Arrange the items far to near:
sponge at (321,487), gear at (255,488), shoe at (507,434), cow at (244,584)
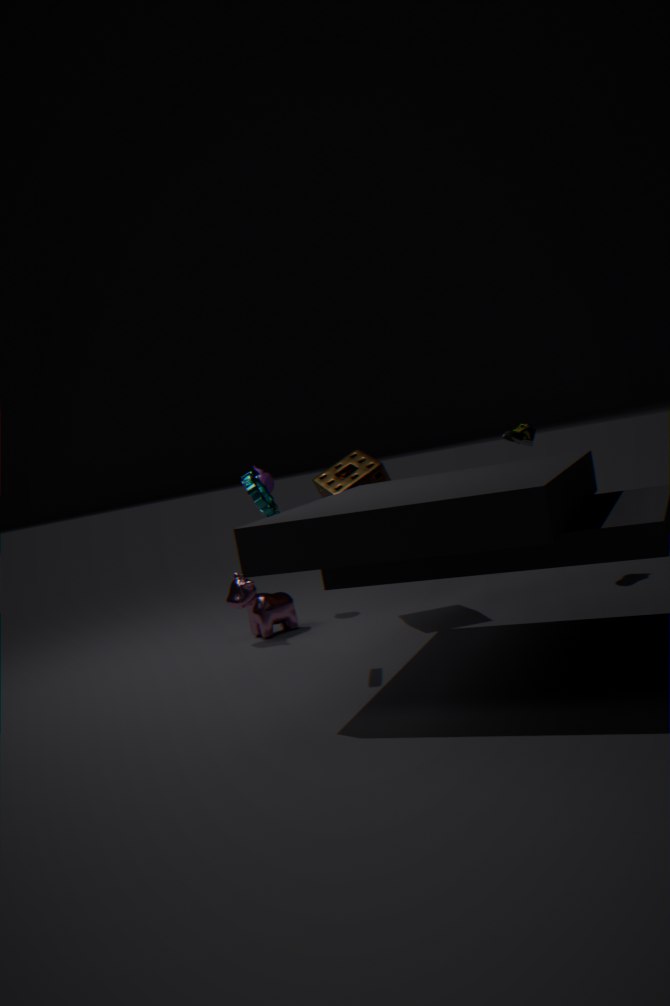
shoe at (507,434)
cow at (244,584)
sponge at (321,487)
gear at (255,488)
